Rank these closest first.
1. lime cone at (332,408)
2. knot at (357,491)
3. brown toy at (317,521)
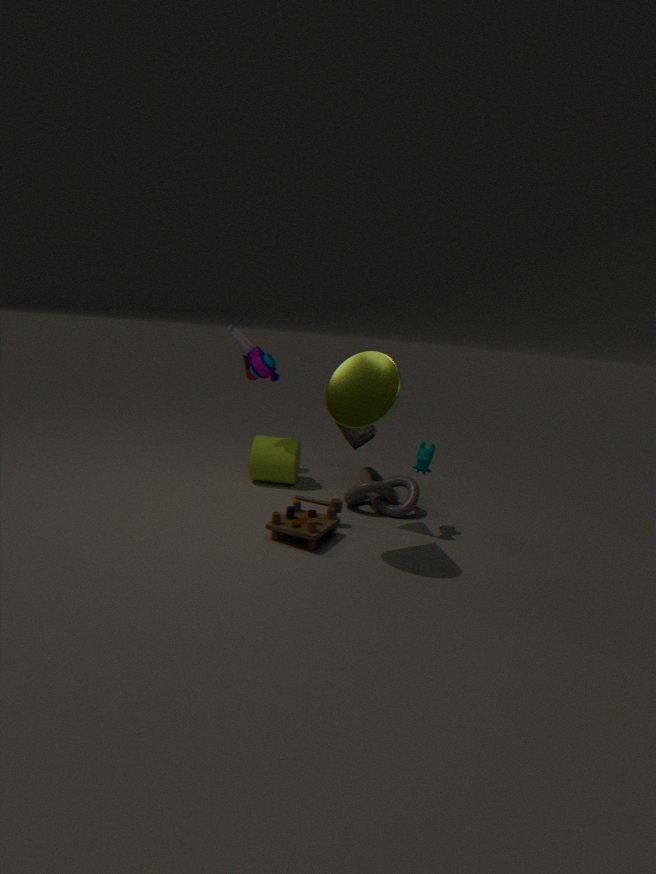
lime cone at (332,408) → brown toy at (317,521) → knot at (357,491)
